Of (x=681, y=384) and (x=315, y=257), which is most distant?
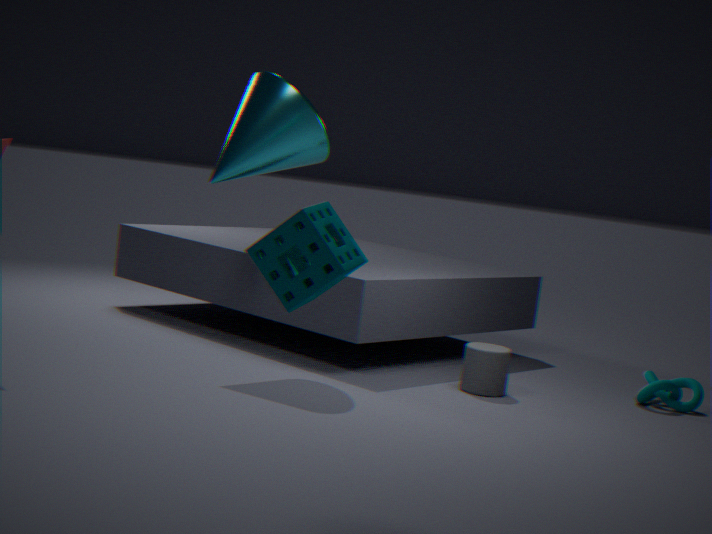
(x=681, y=384)
